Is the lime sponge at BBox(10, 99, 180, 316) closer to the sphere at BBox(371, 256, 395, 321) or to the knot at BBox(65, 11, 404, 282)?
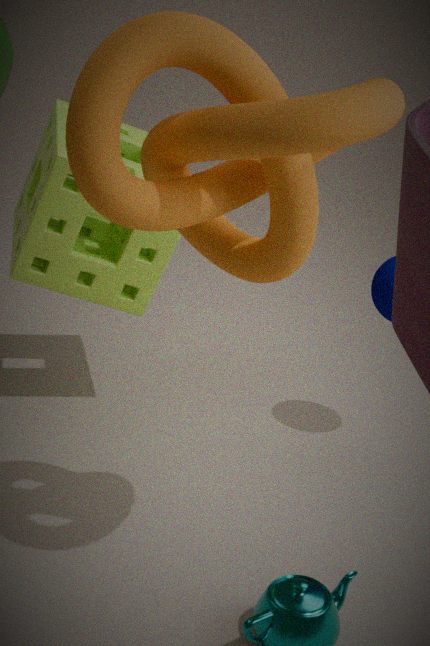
the knot at BBox(65, 11, 404, 282)
